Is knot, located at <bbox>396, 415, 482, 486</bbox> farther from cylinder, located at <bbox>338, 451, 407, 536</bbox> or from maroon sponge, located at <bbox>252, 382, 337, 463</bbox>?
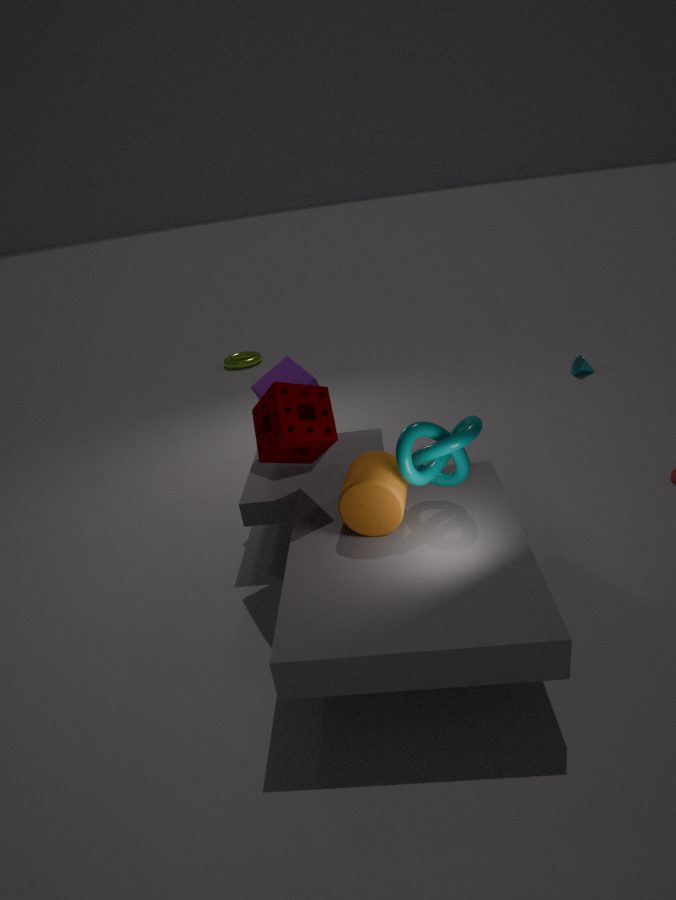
maroon sponge, located at <bbox>252, 382, 337, 463</bbox>
